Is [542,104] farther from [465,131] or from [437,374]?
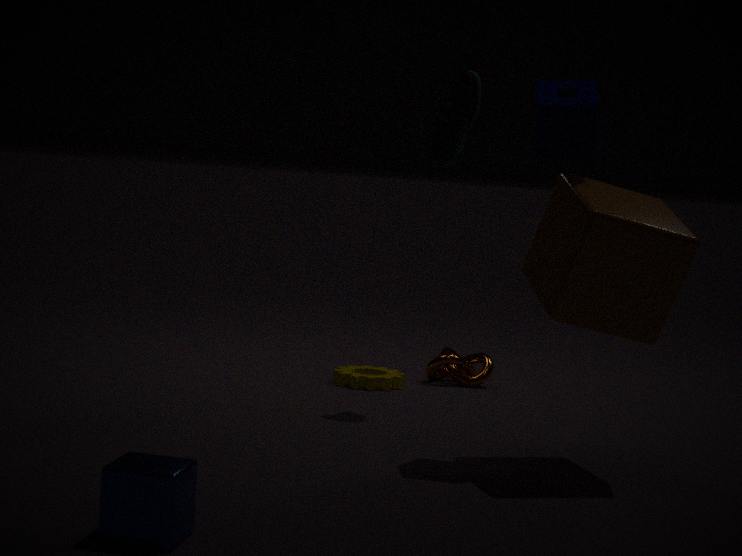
[437,374]
